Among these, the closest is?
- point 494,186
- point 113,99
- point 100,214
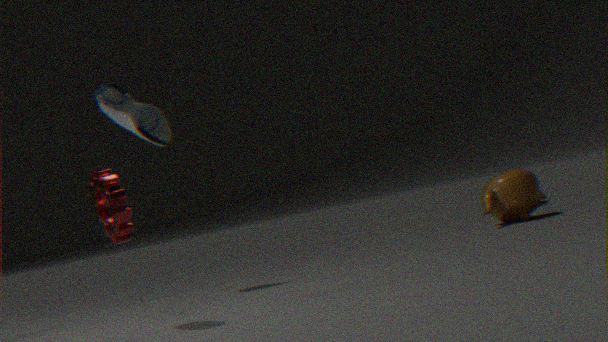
point 100,214
